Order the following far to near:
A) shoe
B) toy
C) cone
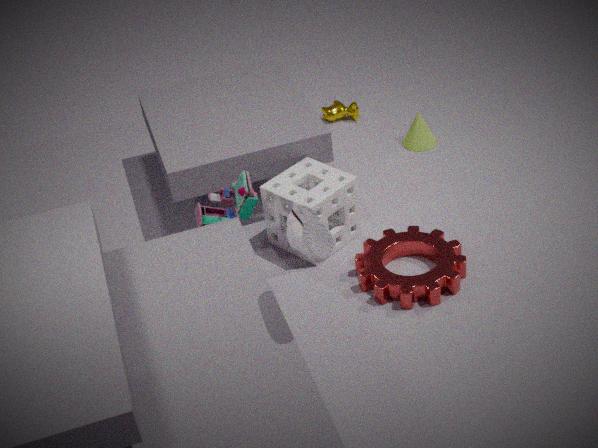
cone, toy, shoe
